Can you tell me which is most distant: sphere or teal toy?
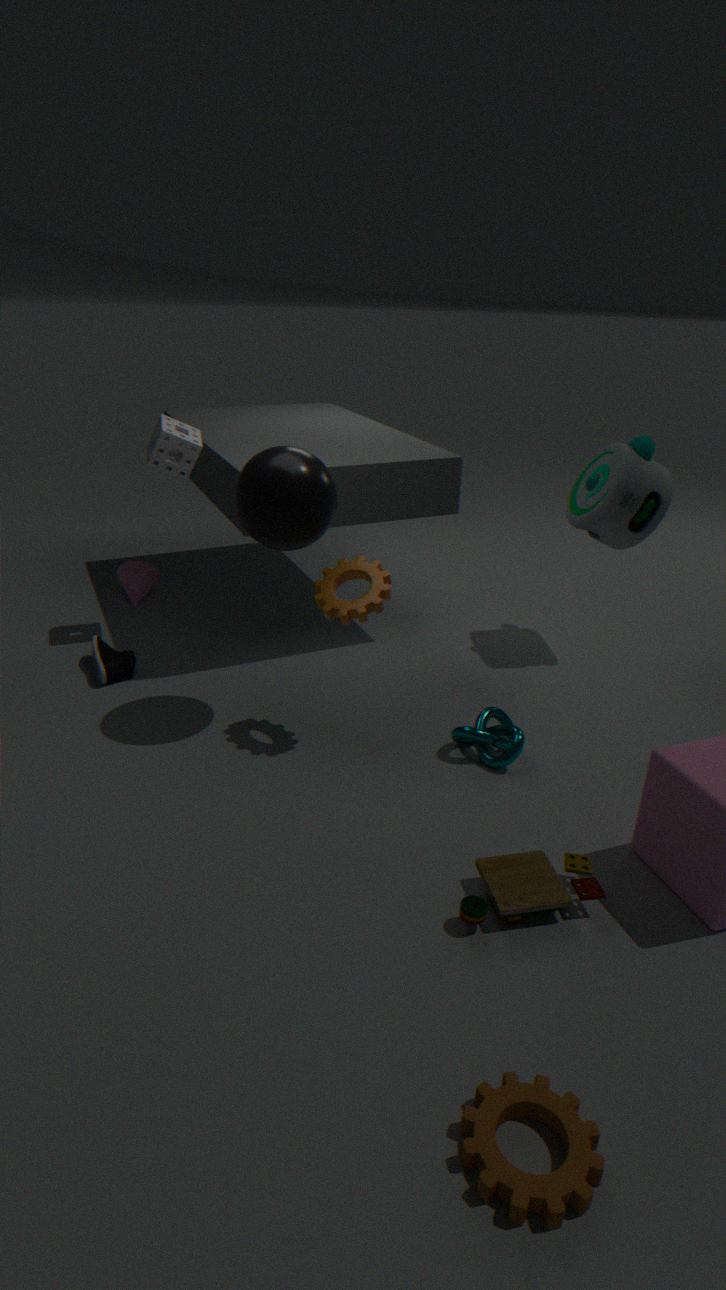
teal toy
